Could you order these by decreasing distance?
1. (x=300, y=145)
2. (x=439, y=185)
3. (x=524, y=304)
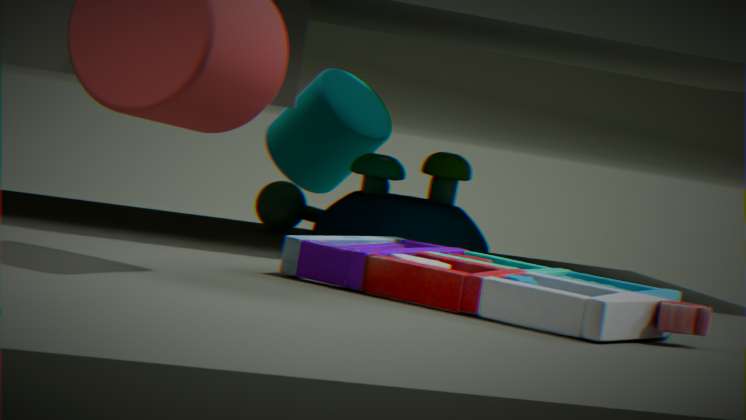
(x=300, y=145) → (x=439, y=185) → (x=524, y=304)
